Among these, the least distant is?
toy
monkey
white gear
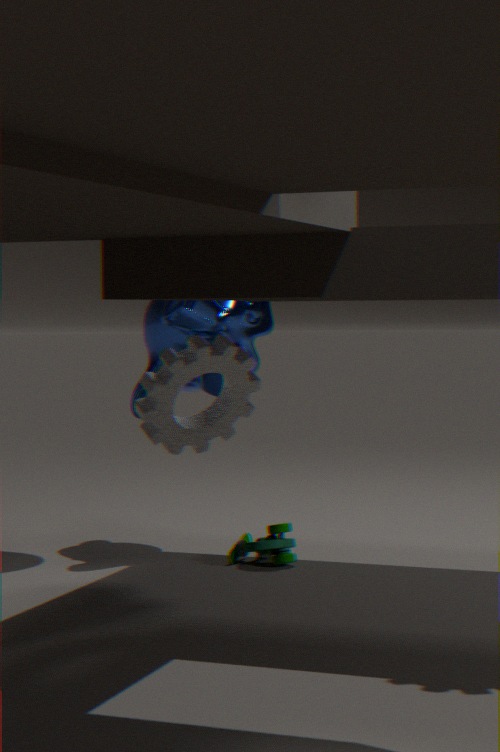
white gear
